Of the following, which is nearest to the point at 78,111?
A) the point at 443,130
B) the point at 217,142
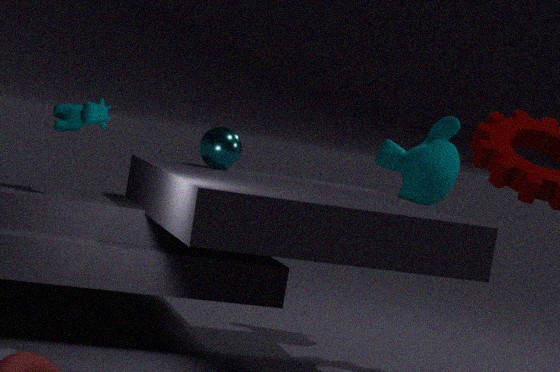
the point at 217,142
